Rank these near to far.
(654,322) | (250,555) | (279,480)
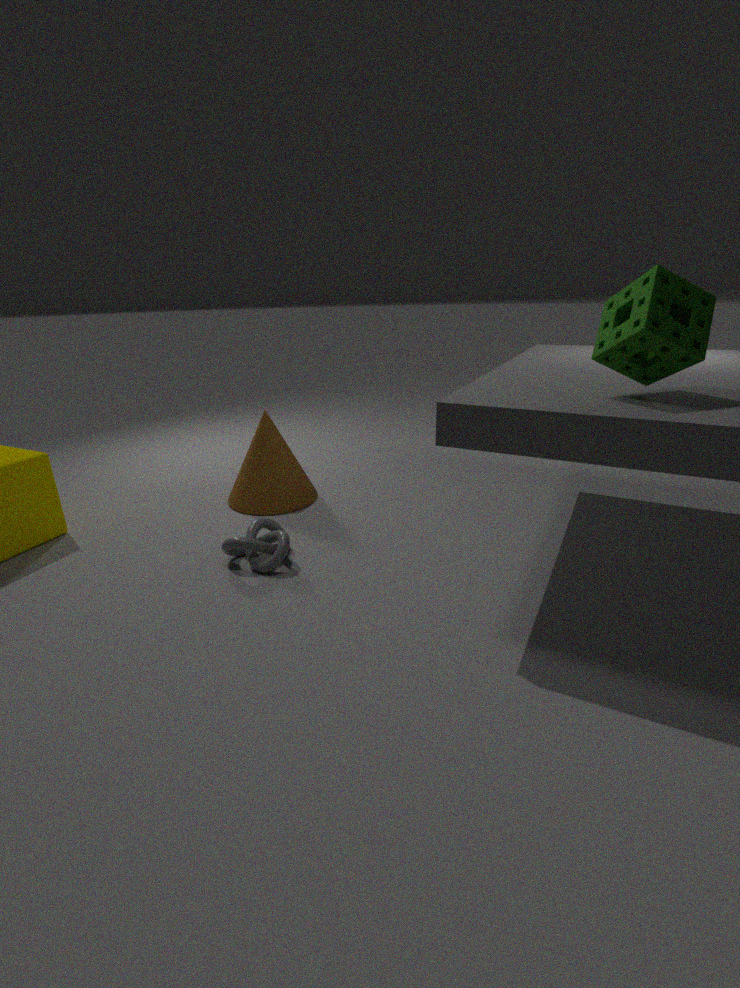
(654,322), (250,555), (279,480)
